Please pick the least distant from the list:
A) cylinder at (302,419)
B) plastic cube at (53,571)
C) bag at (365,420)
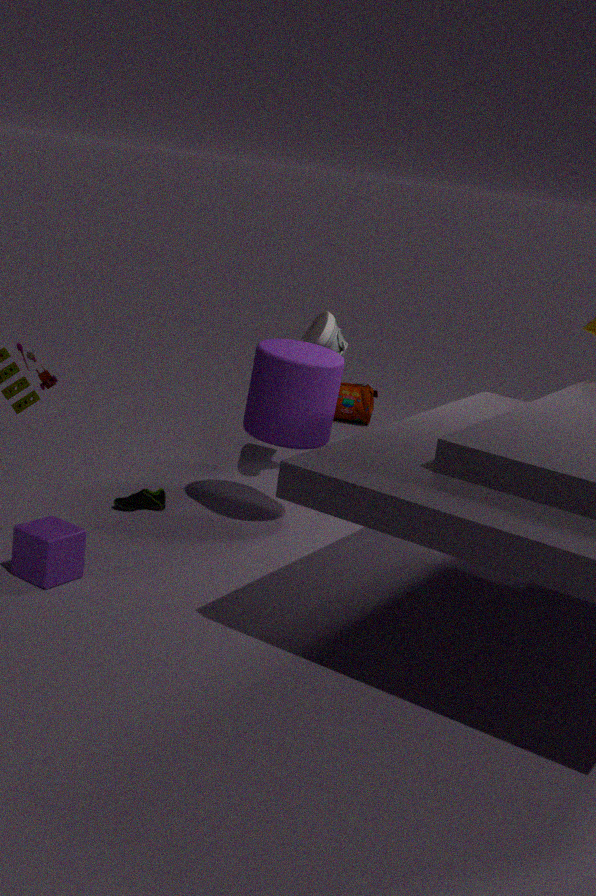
plastic cube at (53,571)
